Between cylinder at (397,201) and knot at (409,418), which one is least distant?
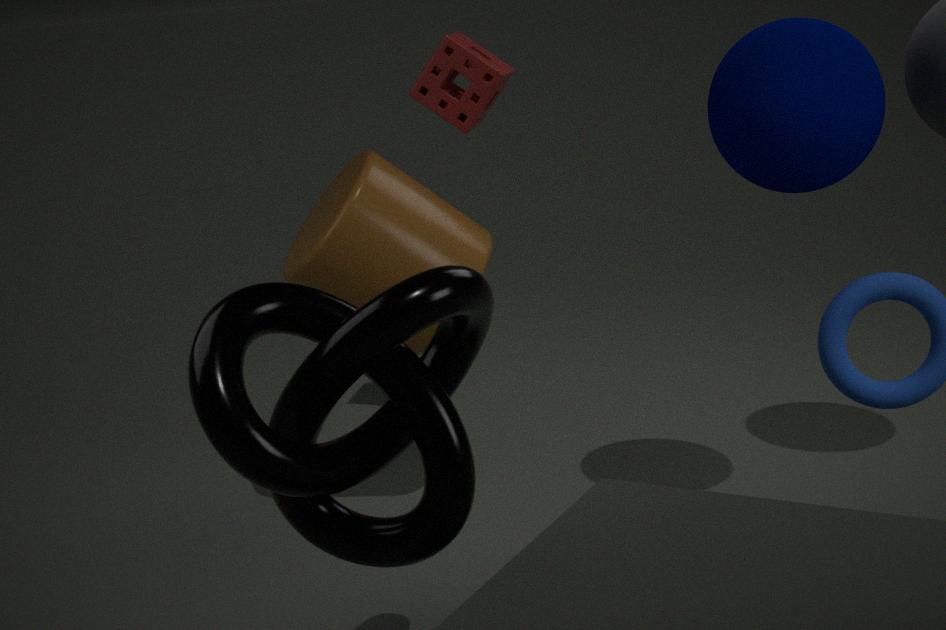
knot at (409,418)
